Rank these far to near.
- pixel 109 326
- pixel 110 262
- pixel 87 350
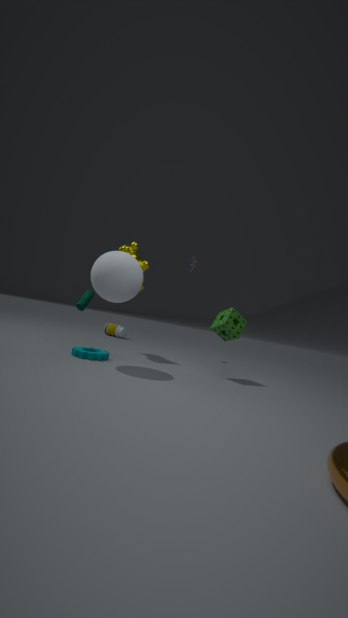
pixel 109 326
pixel 87 350
pixel 110 262
